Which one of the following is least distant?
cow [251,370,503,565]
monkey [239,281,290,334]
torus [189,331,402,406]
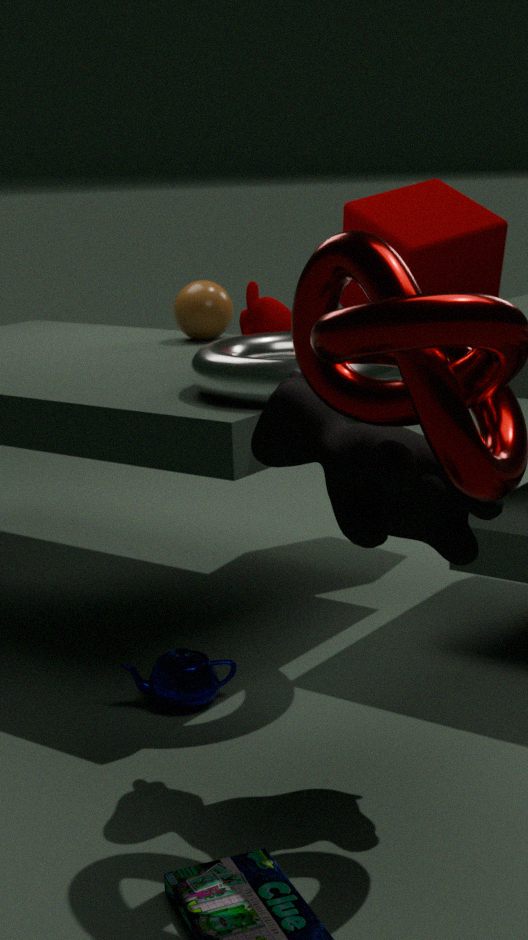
cow [251,370,503,565]
